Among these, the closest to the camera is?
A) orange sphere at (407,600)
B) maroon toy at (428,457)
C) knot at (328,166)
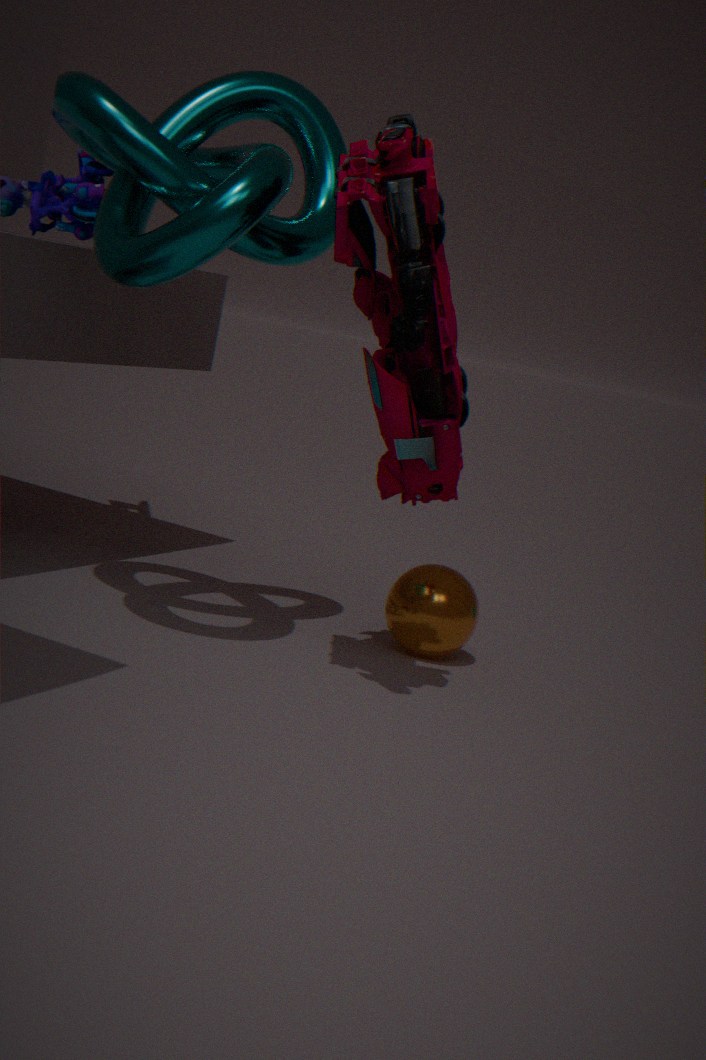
maroon toy at (428,457)
